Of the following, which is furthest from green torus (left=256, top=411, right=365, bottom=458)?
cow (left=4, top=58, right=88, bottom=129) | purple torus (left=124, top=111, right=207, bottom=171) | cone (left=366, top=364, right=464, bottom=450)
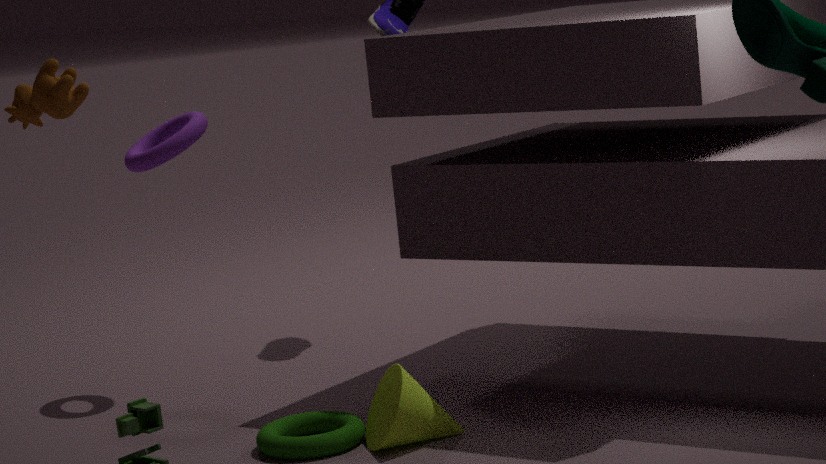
cow (left=4, top=58, right=88, bottom=129)
